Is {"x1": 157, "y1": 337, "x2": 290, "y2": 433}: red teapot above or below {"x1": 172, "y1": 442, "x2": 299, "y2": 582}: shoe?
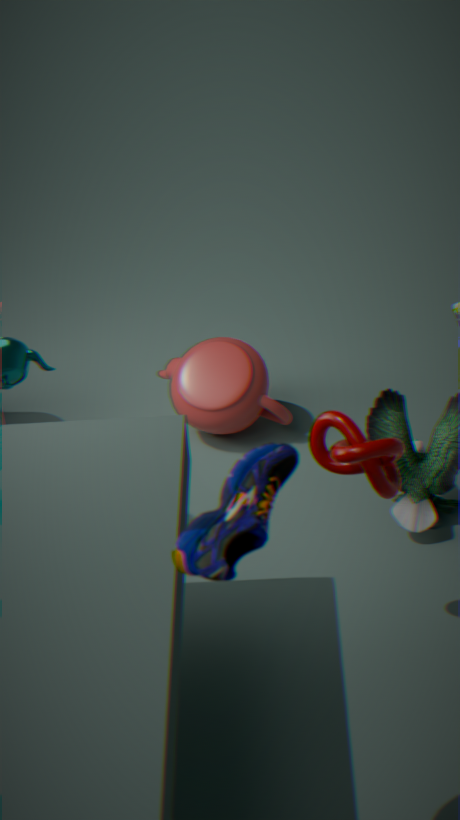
below
